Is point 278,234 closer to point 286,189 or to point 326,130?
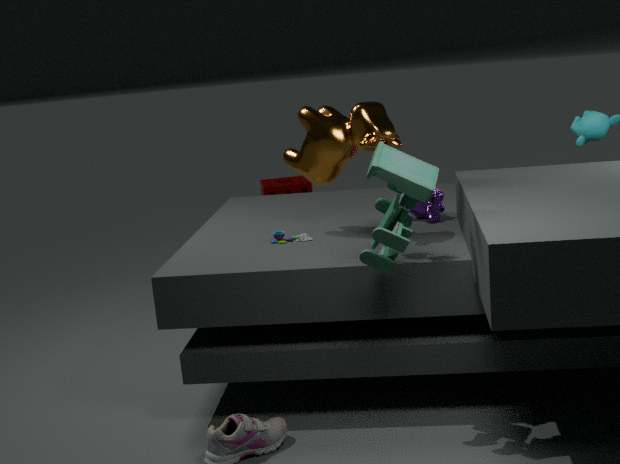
point 326,130
